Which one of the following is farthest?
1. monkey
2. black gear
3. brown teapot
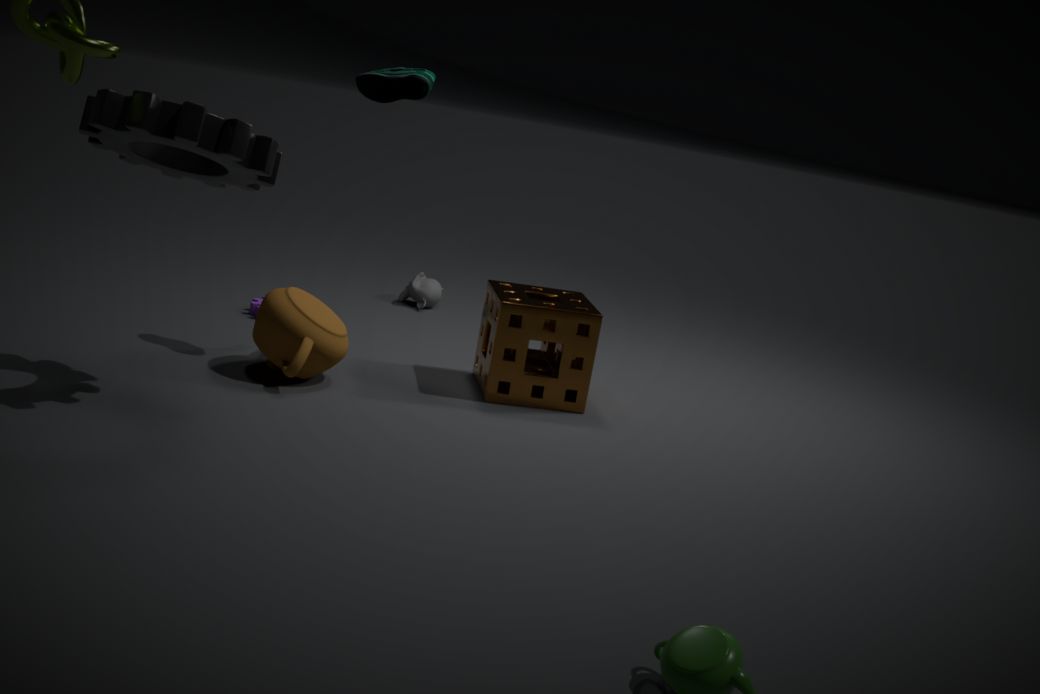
monkey
